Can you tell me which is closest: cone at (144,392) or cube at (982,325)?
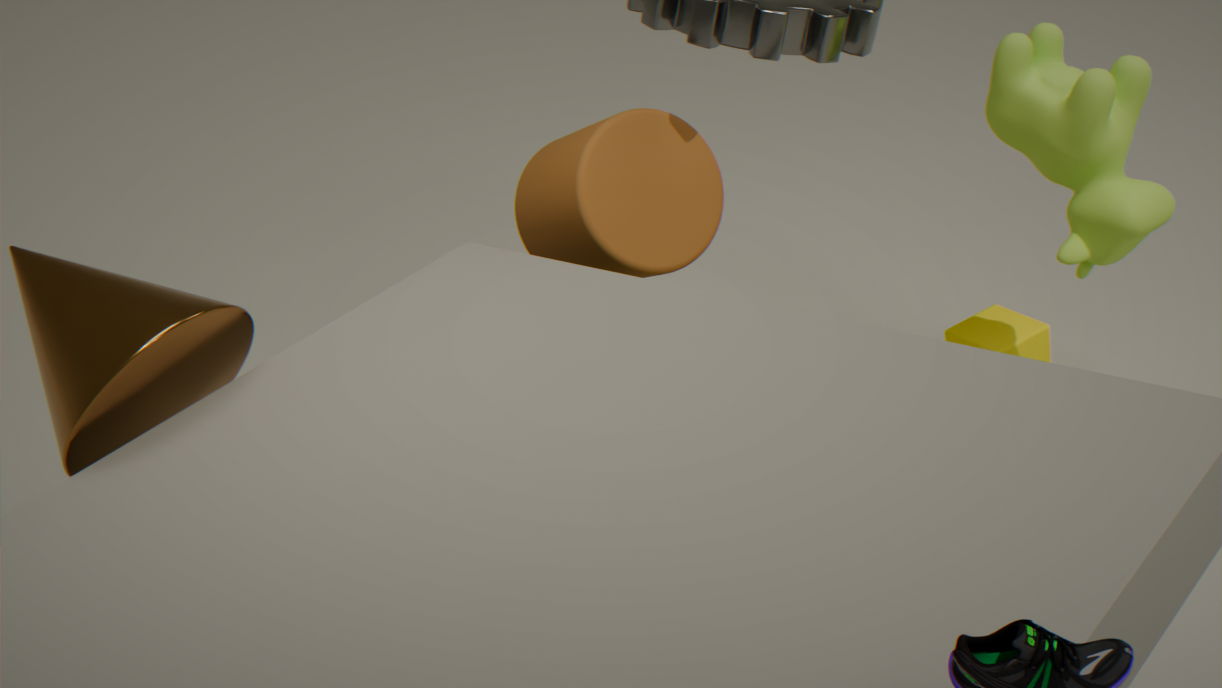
cone at (144,392)
